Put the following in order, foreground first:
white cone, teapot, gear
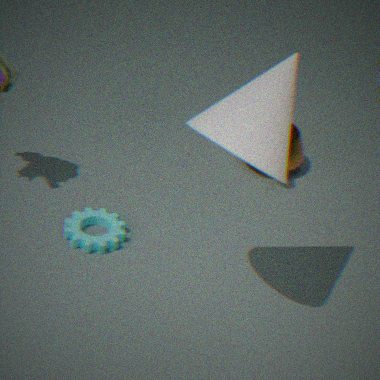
white cone, gear, teapot
